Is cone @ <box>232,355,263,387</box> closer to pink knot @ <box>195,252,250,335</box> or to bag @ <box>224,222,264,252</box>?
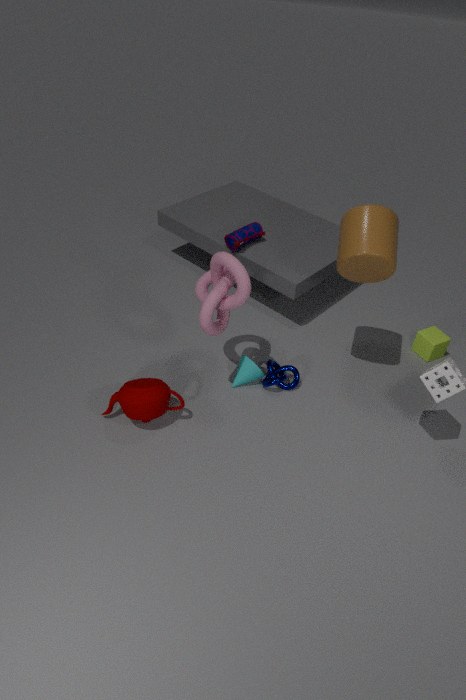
pink knot @ <box>195,252,250,335</box>
